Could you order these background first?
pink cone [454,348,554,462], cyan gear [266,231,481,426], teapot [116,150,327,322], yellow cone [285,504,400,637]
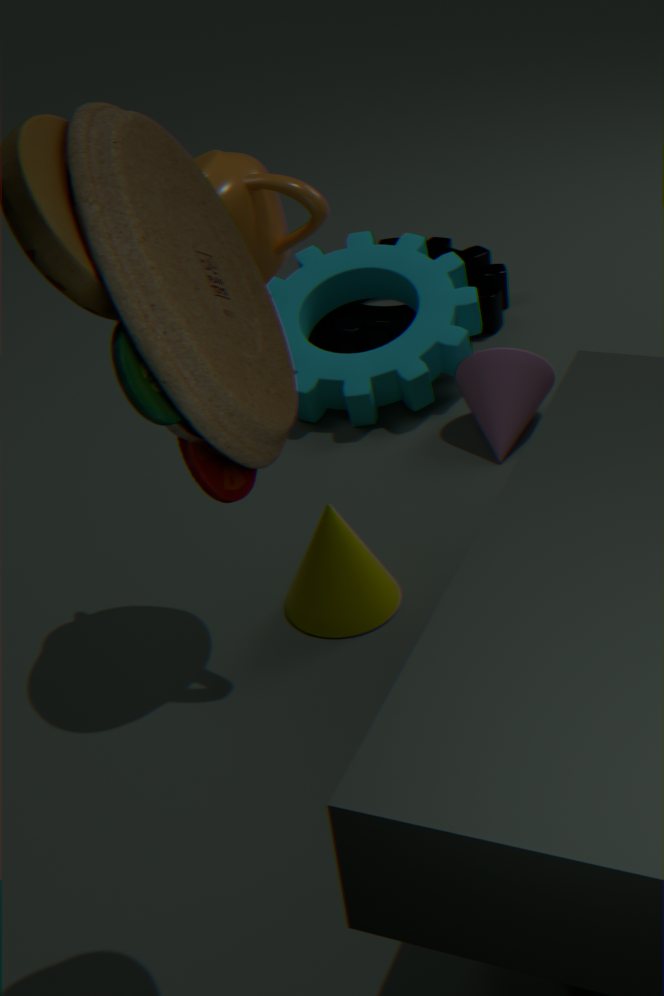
cyan gear [266,231,481,426] < pink cone [454,348,554,462] < yellow cone [285,504,400,637] < teapot [116,150,327,322]
